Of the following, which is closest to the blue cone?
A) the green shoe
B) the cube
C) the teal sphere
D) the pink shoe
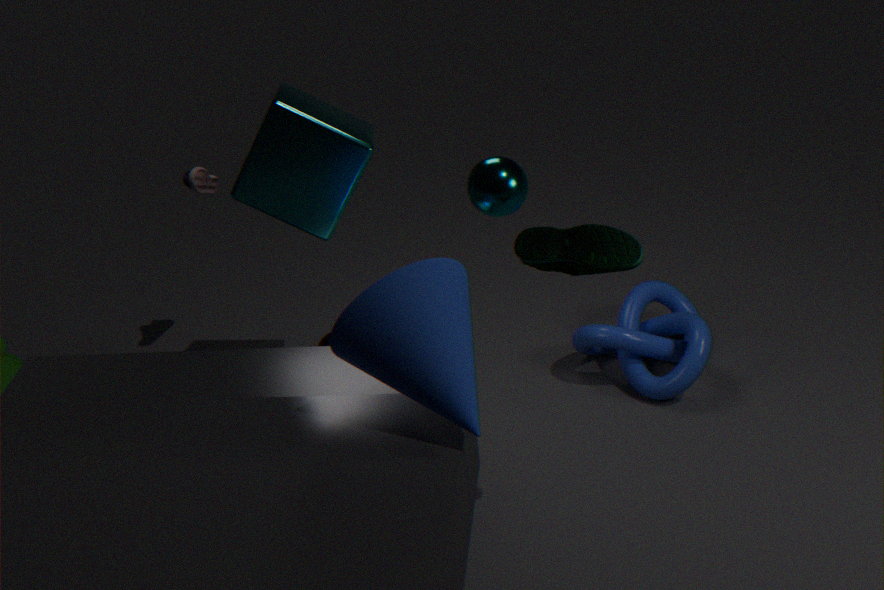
the green shoe
